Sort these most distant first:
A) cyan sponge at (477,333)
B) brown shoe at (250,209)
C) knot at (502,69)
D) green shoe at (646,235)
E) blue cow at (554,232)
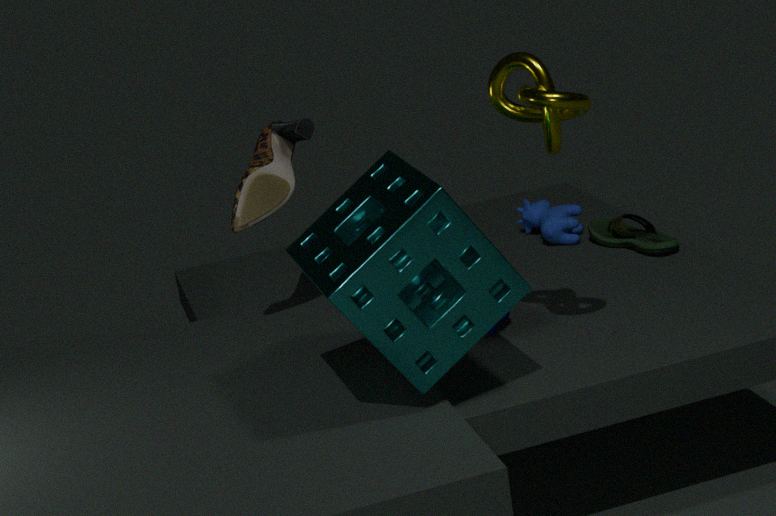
E. blue cow at (554,232)
D. green shoe at (646,235)
B. brown shoe at (250,209)
C. knot at (502,69)
A. cyan sponge at (477,333)
